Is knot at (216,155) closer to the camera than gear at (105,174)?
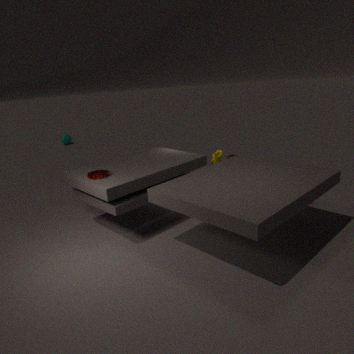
No
